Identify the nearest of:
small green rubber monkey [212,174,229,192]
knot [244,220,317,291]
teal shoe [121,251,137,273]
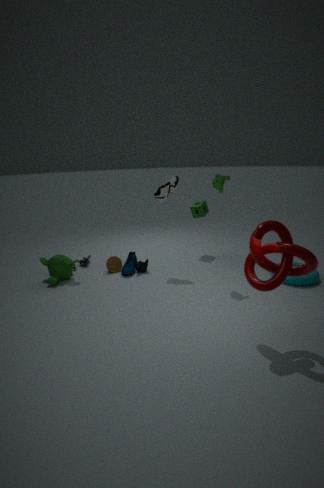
knot [244,220,317,291]
